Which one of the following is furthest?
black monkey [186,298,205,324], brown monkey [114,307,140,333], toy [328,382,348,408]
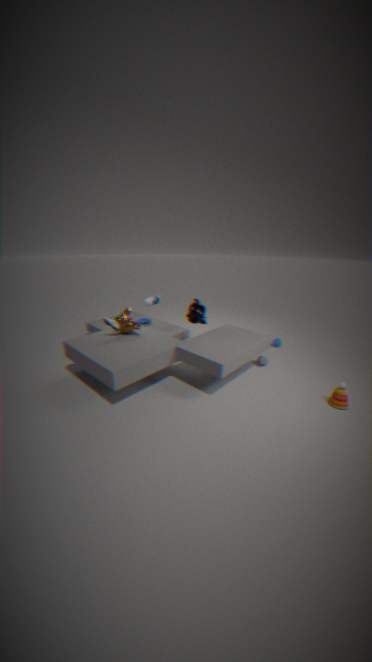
black monkey [186,298,205,324]
